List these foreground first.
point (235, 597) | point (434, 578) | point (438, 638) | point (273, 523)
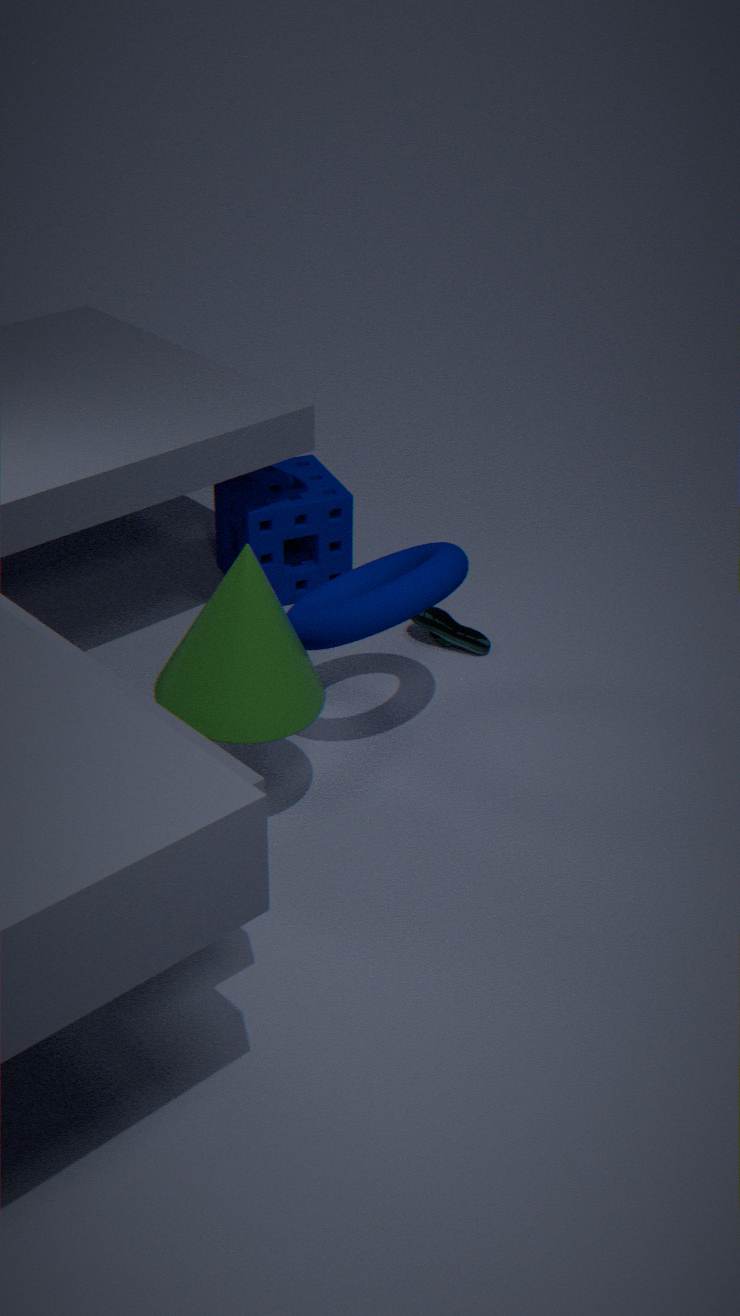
point (235, 597) < point (434, 578) < point (438, 638) < point (273, 523)
